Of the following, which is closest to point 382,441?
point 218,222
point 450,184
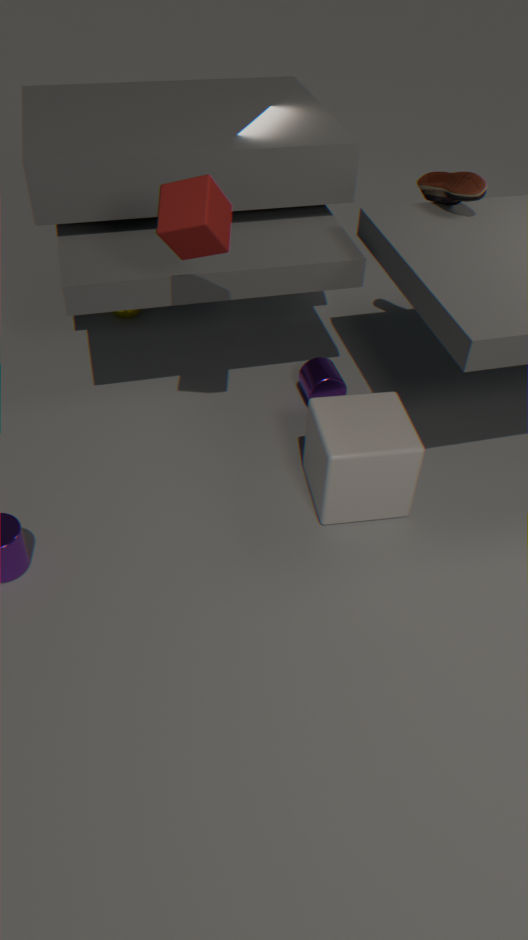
point 218,222
